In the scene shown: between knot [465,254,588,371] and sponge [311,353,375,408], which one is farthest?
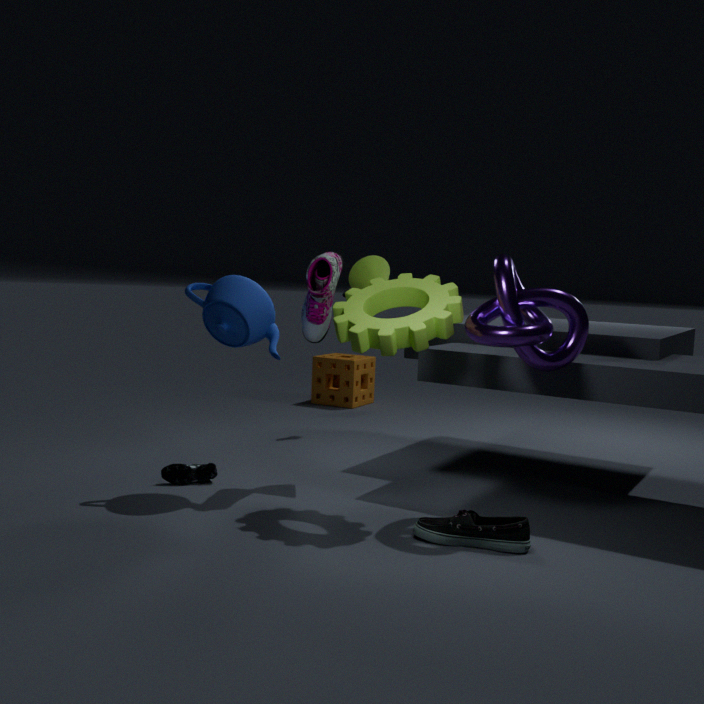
sponge [311,353,375,408]
